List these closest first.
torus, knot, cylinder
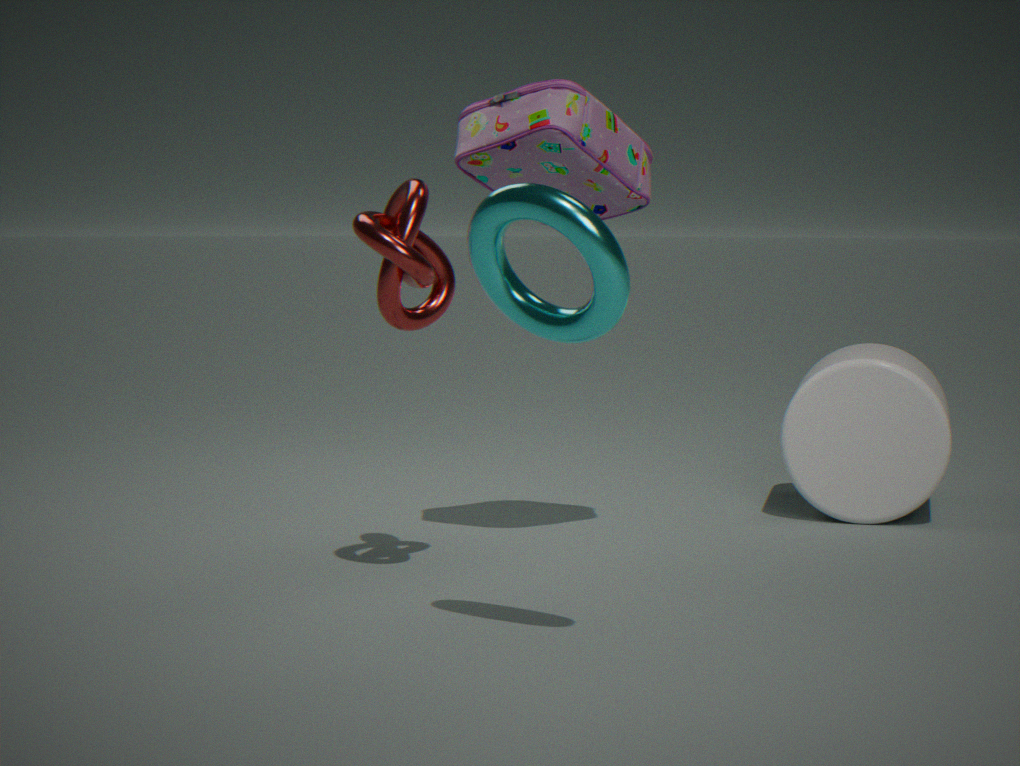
torus
knot
cylinder
